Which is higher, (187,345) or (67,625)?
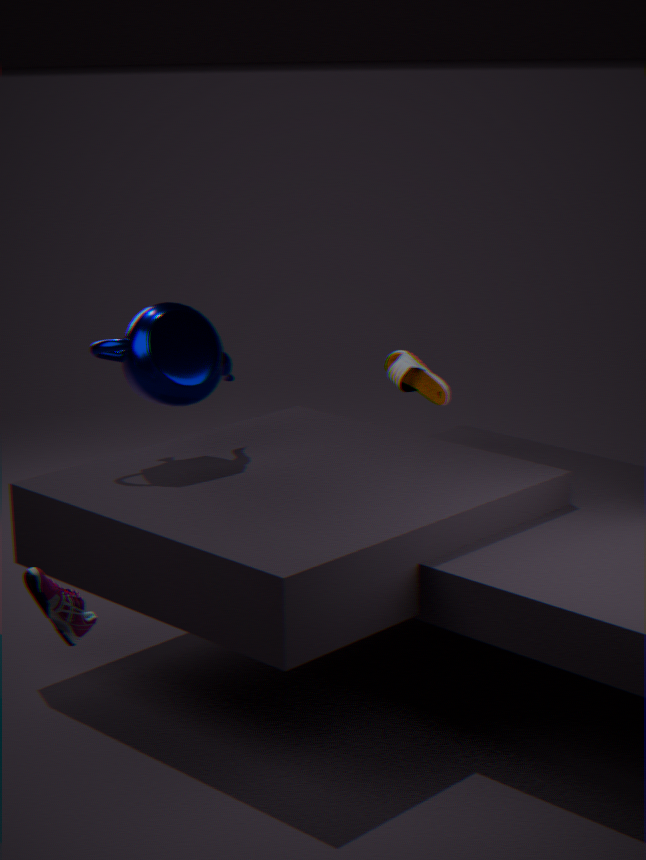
(187,345)
